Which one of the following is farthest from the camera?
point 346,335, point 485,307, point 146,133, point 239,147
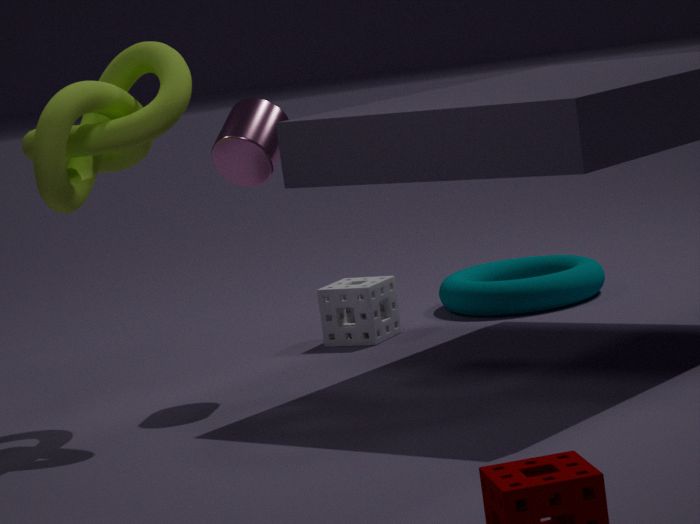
point 485,307
